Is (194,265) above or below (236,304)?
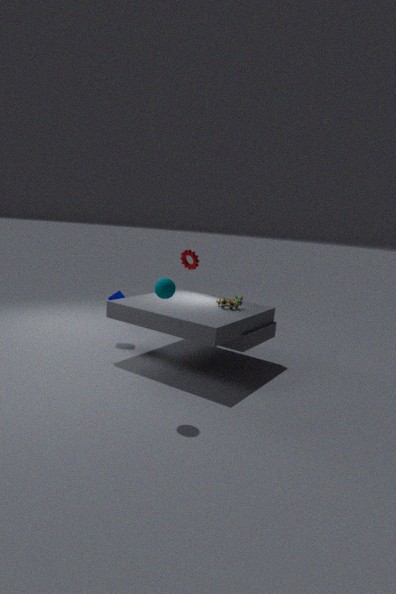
above
